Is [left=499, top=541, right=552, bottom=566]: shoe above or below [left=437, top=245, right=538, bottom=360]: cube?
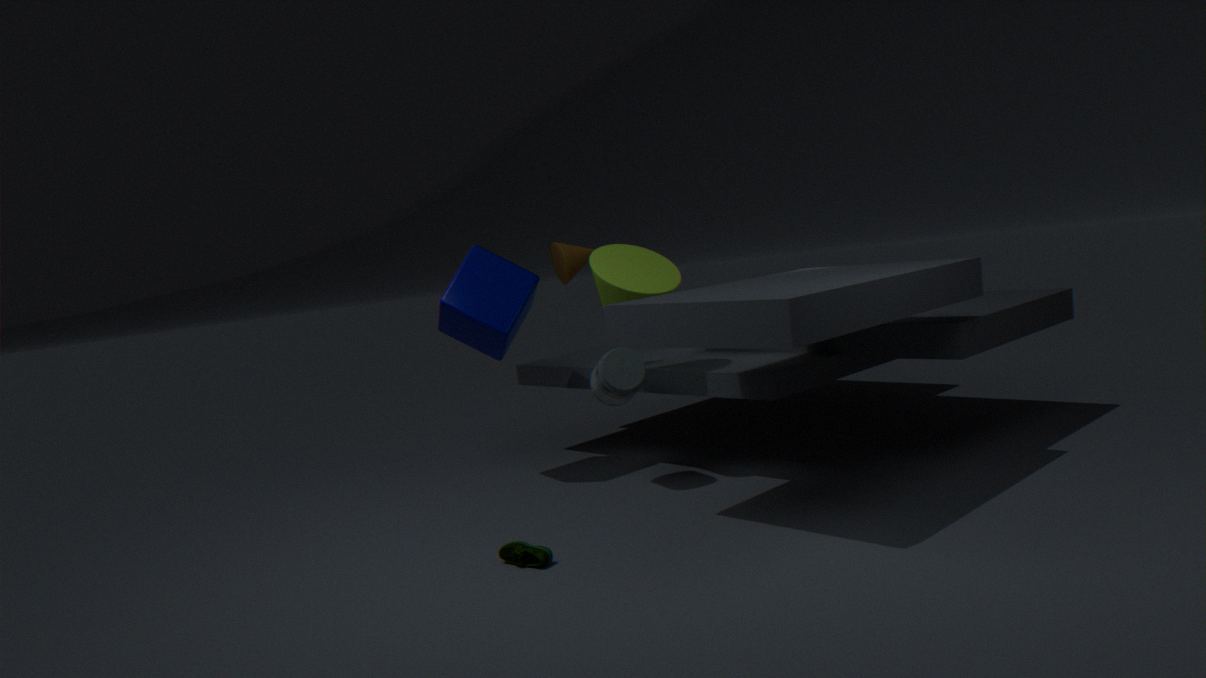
below
